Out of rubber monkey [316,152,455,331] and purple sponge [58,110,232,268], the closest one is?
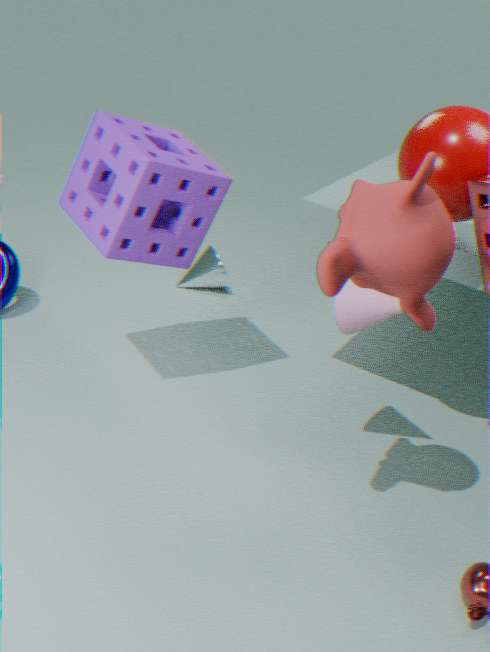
rubber monkey [316,152,455,331]
